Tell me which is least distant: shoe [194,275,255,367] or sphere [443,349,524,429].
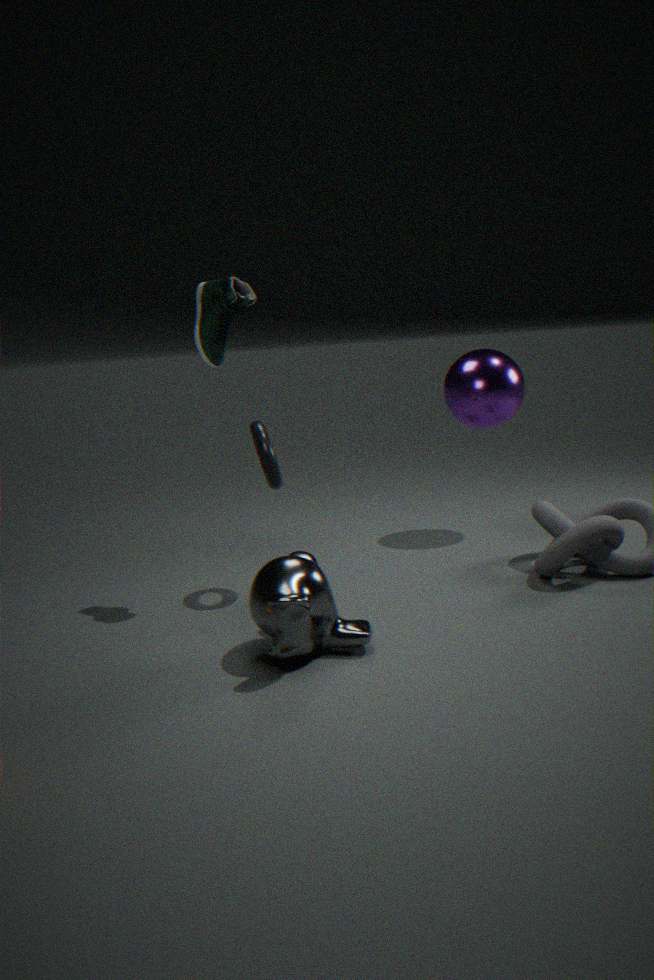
shoe [194,275,255,367]
